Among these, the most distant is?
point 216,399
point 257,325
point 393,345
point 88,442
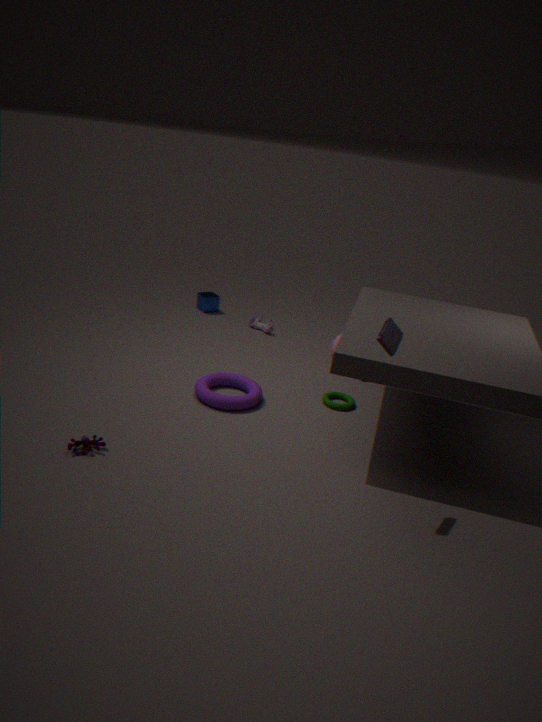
point 257,325
